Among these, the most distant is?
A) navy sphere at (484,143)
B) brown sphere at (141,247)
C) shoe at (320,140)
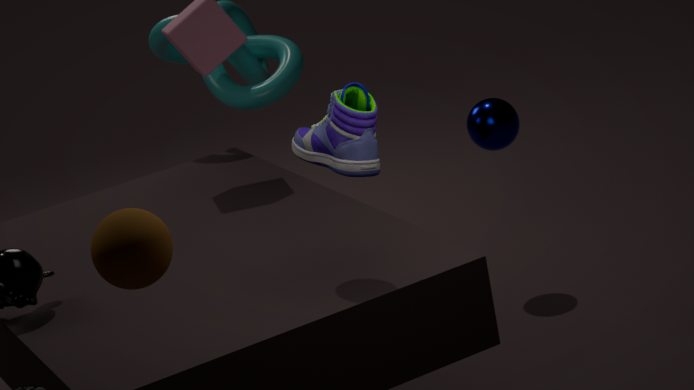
navy sphere at (484,143)
